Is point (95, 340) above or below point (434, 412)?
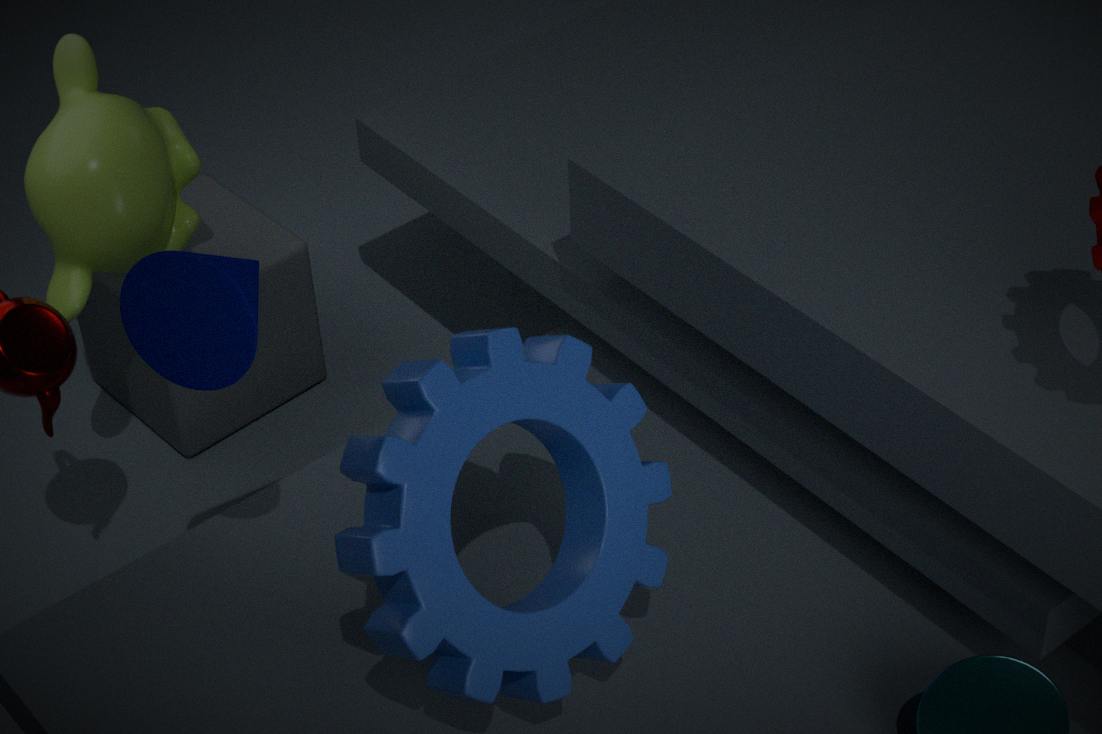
below
